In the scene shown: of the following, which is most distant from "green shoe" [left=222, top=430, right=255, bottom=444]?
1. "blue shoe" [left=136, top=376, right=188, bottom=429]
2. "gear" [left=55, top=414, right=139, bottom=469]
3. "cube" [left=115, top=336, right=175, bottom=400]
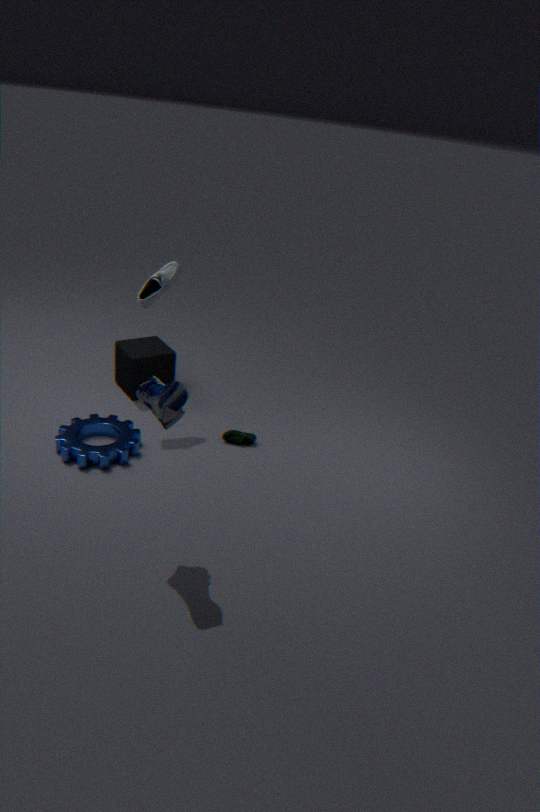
"blue shoe" [left=136, top=376, right=188, bottom=429]
